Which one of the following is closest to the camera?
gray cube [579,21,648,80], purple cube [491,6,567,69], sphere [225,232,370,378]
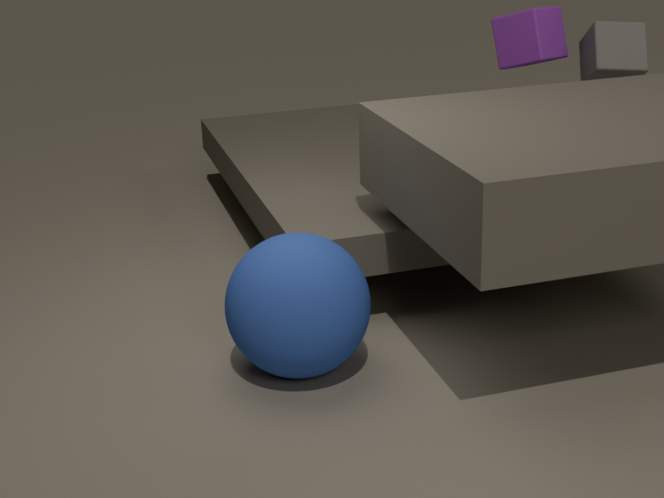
sphere [225,232,370,378]
